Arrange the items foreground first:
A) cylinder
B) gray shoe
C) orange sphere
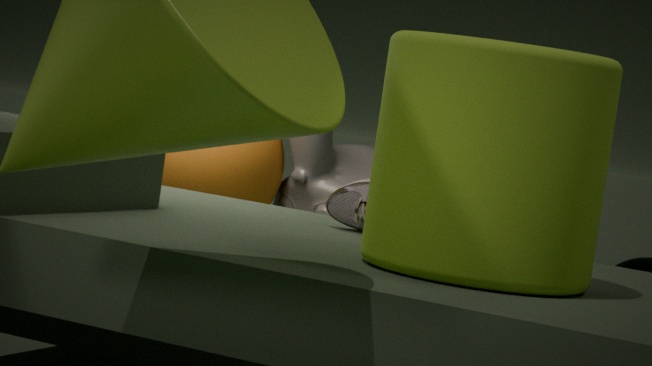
cylinder → gray shoe → orange sphere
